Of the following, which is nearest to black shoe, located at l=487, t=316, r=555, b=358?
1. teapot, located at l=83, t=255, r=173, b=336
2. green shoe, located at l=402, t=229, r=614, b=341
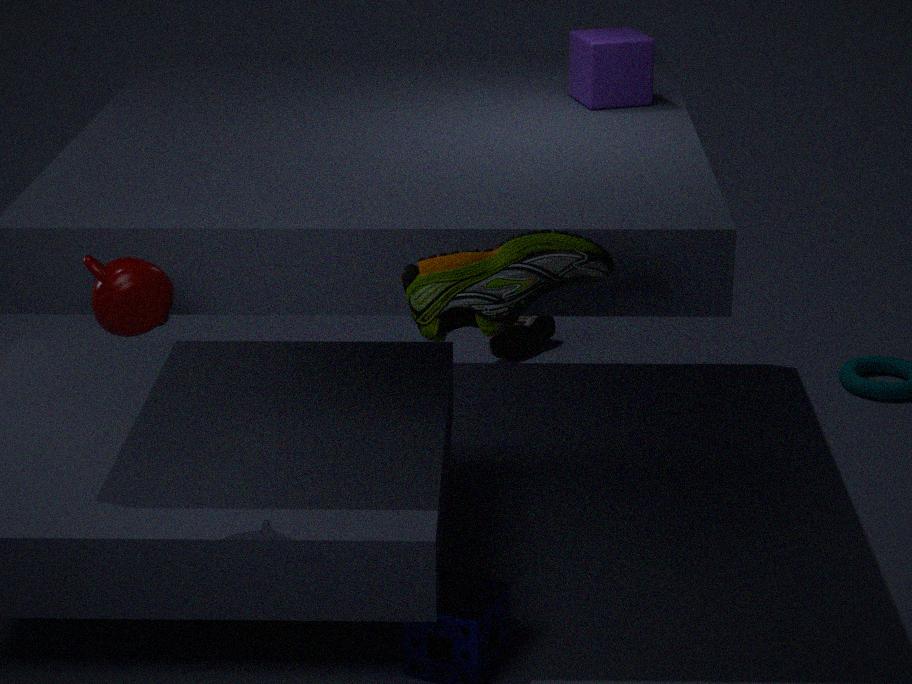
green shoe, located at l=402, t=229, r=614, b=341
